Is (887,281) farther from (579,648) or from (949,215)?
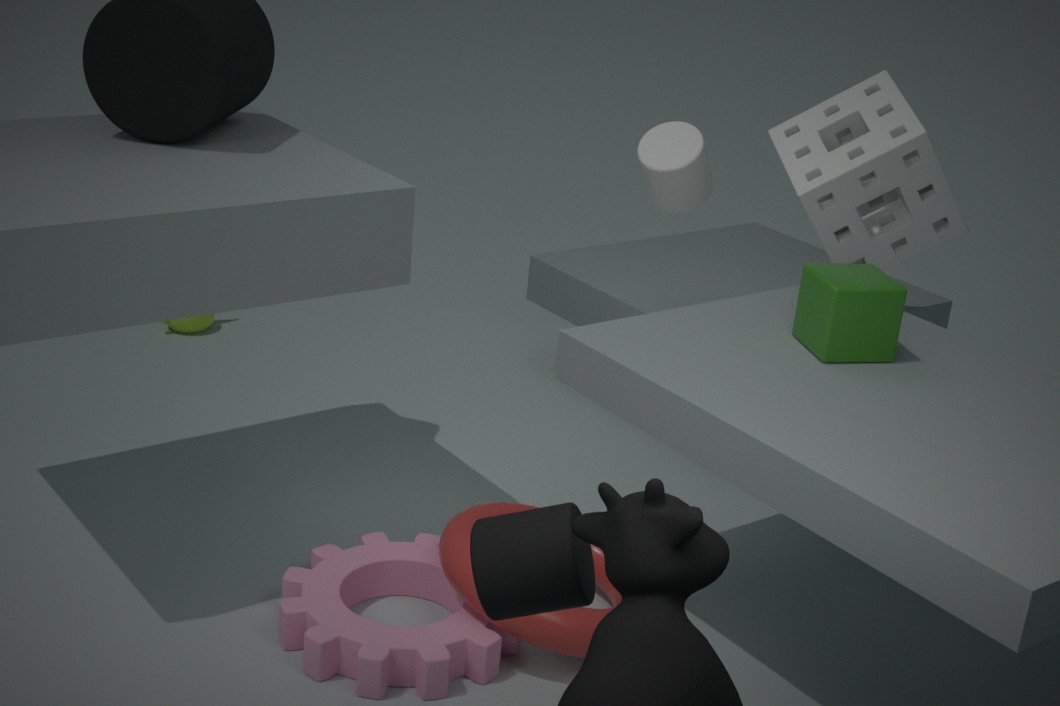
(579,648)
